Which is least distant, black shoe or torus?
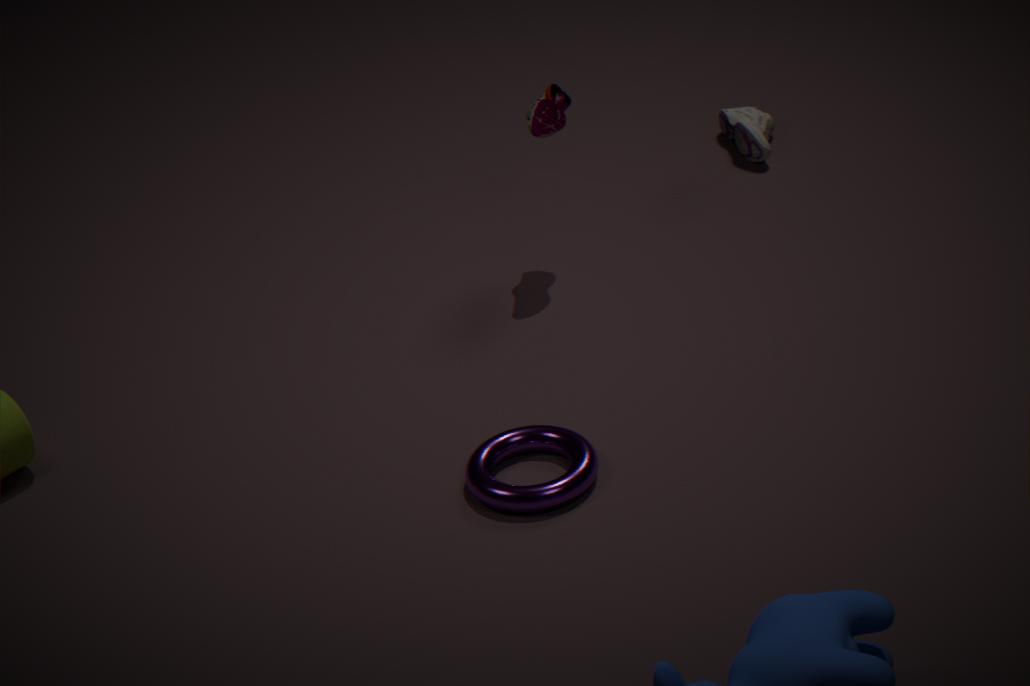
torus
